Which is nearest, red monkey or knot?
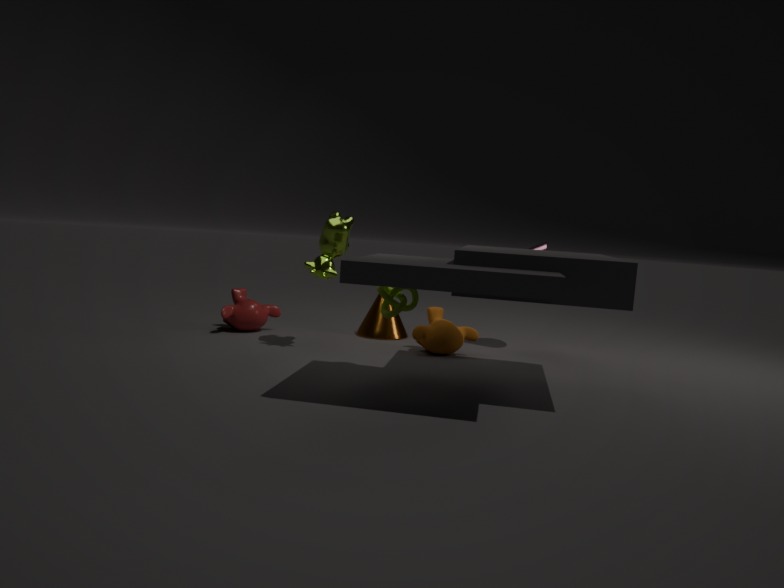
knot
